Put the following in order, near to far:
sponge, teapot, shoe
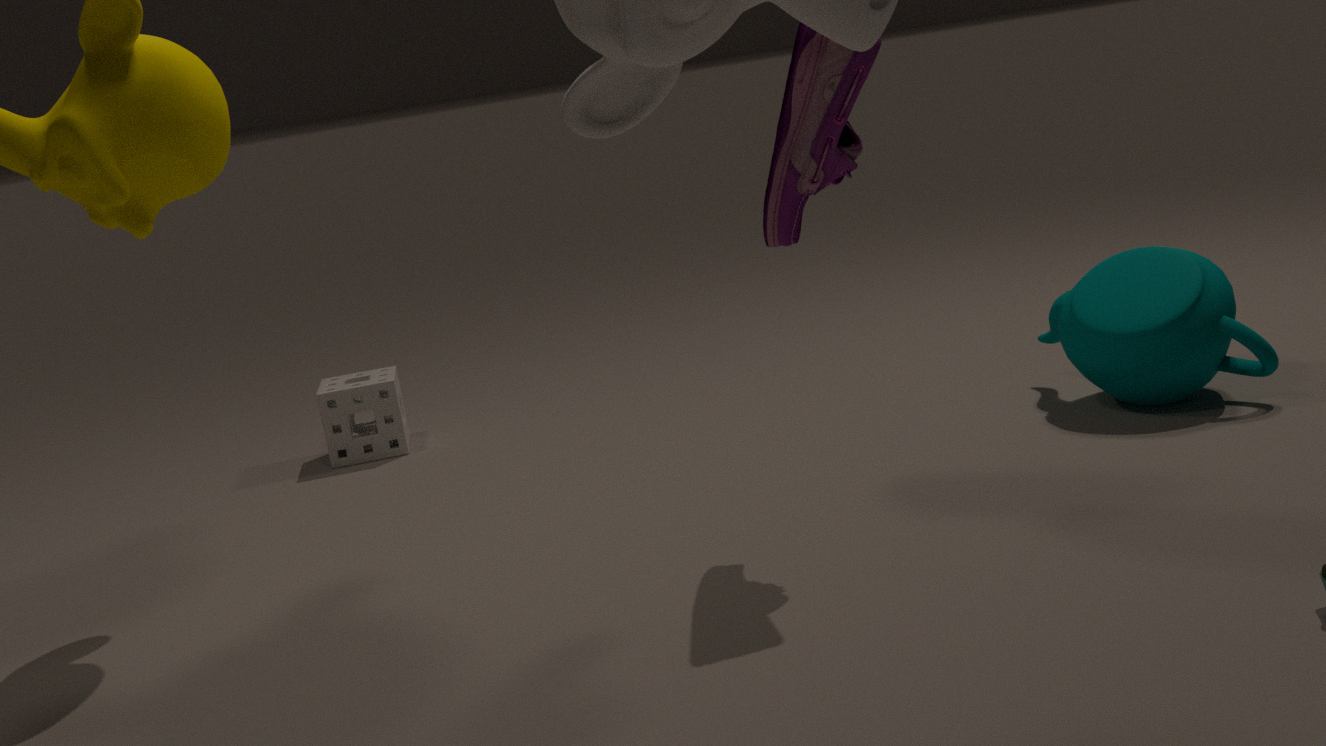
shoe < teapot < sponge
